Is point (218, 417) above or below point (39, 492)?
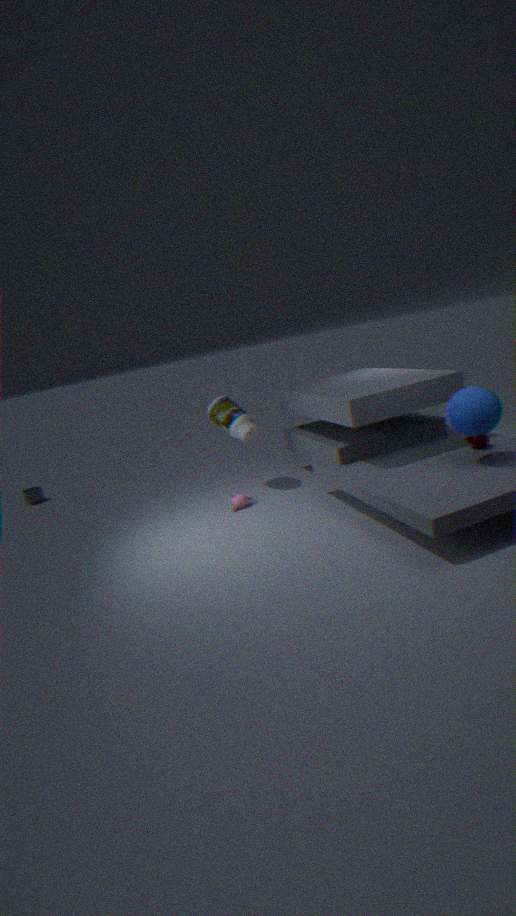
above
